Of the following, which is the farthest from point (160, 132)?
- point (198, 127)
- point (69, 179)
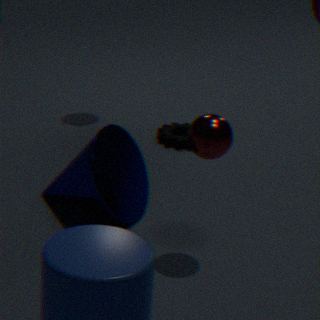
point (198, 127)
